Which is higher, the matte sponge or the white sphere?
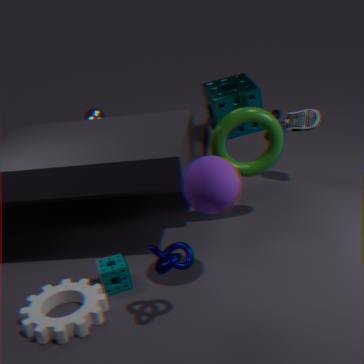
the white sphere
